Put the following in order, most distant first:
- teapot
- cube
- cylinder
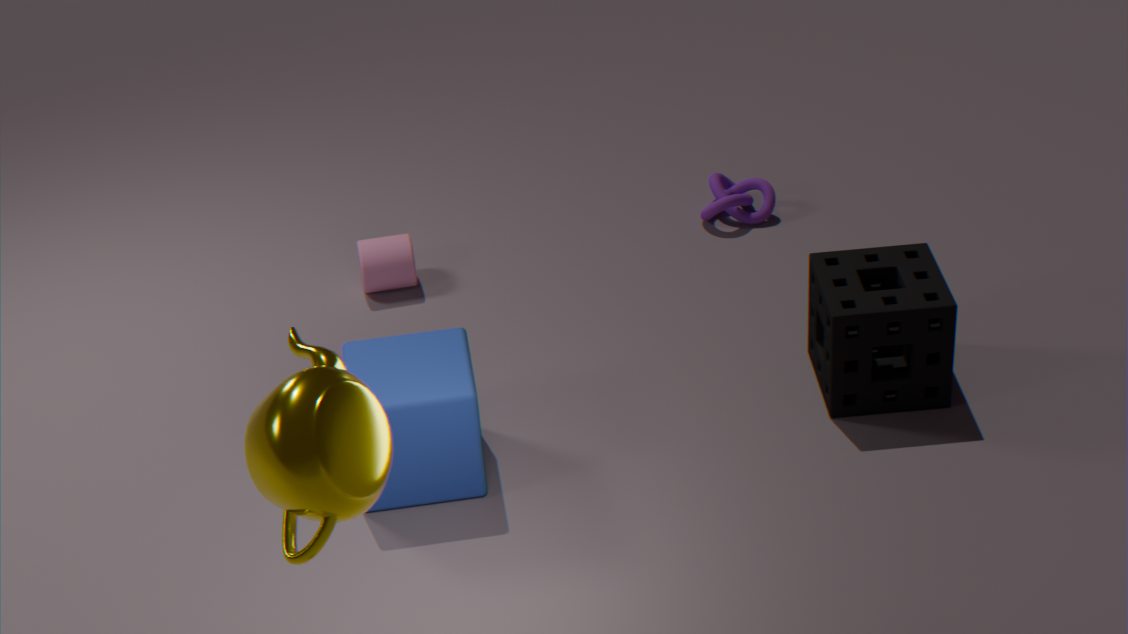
cylinder < cube < teapot
